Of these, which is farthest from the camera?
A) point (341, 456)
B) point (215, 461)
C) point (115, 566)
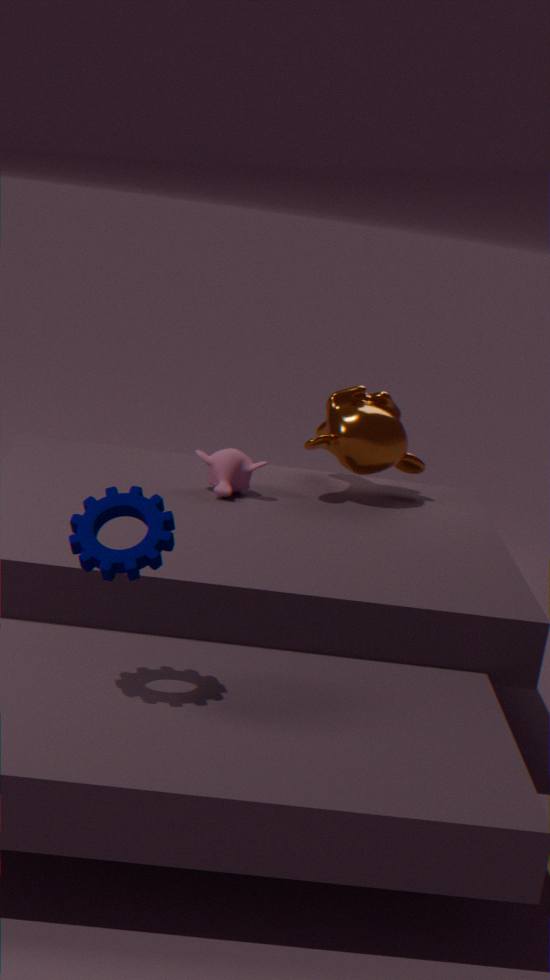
point (341, 456)
